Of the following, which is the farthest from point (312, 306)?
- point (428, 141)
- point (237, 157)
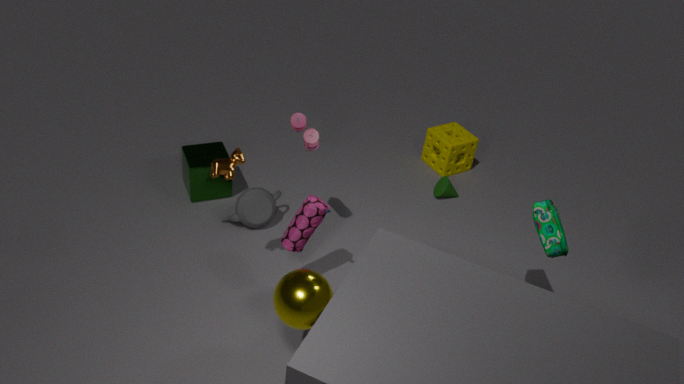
point (428, 141)
